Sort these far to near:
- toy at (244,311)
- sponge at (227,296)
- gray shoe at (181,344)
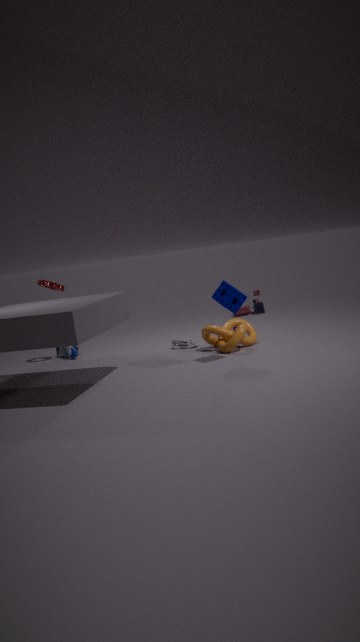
toy at (244,311) → gray shoe at (181,344) → sponge at (227,296)
